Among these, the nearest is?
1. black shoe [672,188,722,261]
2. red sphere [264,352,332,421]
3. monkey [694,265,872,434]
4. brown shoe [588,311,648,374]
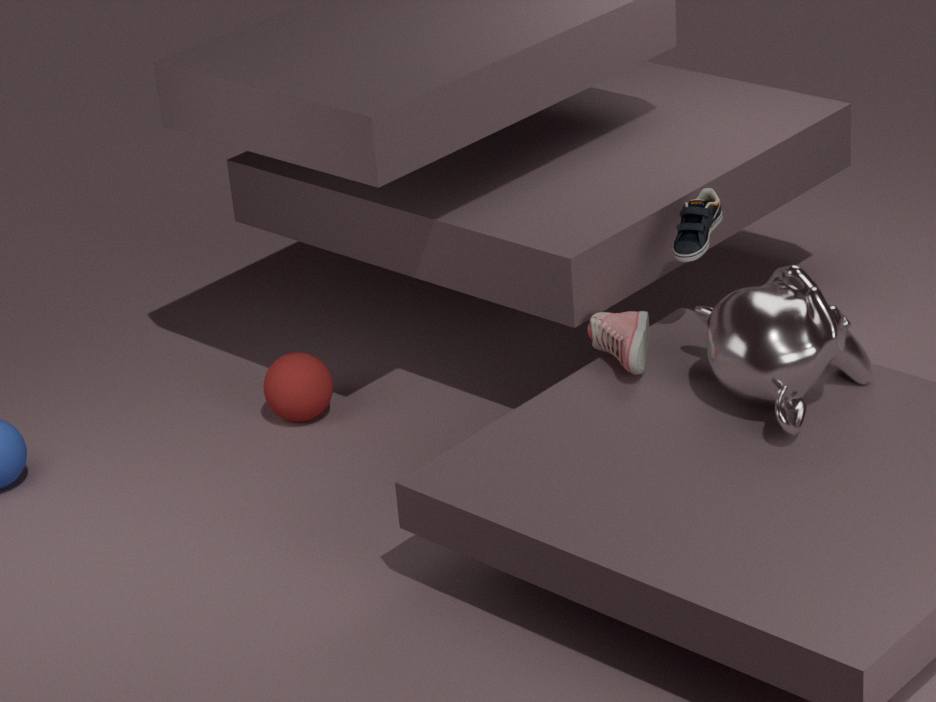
monkey [694,265,872,434]
